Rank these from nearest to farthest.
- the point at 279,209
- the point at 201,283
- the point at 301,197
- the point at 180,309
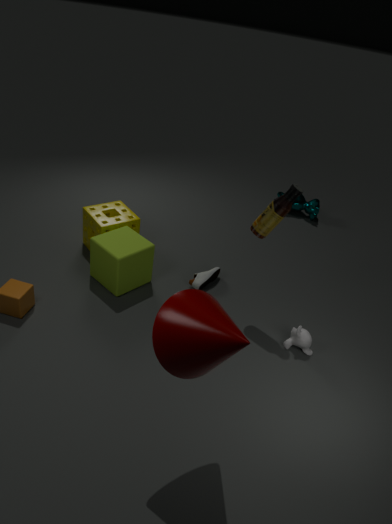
the point at 180,309 < the point at 279,209 < the point at 201,283 < the point at 301,197
